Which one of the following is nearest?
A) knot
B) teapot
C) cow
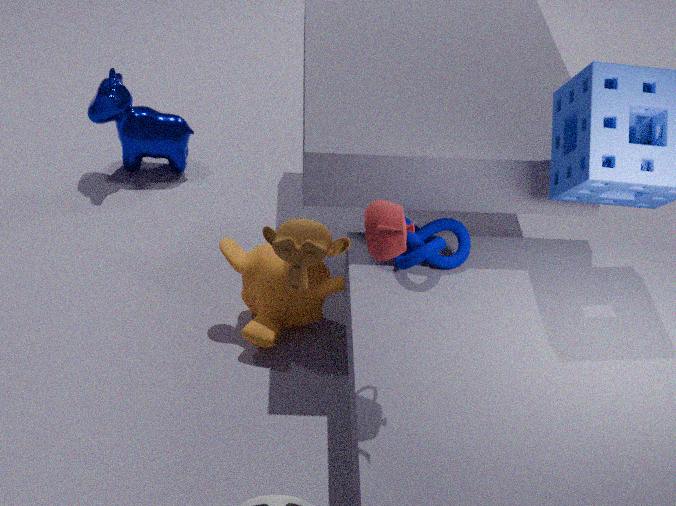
teapot
